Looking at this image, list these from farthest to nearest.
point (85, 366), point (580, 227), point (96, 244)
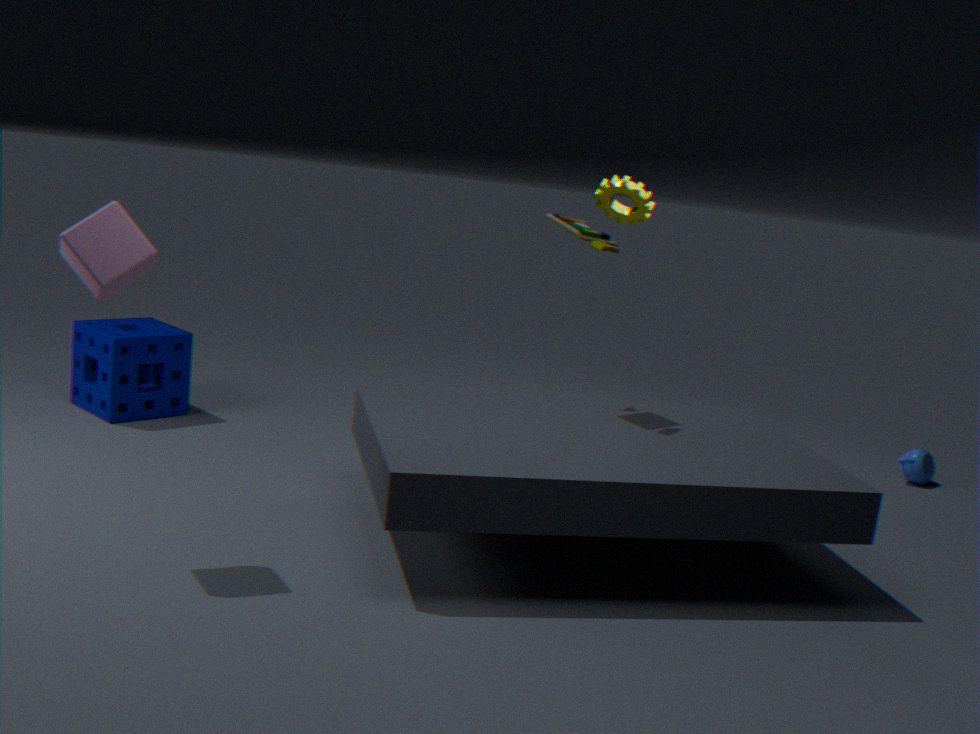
1. point (85, 366)
2. point (580, 227)
3. point (96, 244)
